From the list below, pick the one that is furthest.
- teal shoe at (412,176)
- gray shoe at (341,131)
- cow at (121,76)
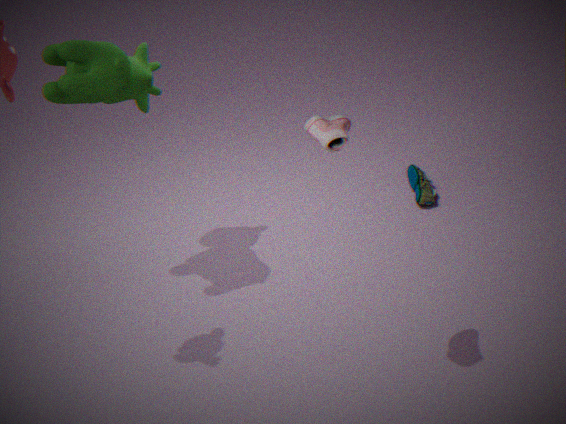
teal shoe at (412,176)
